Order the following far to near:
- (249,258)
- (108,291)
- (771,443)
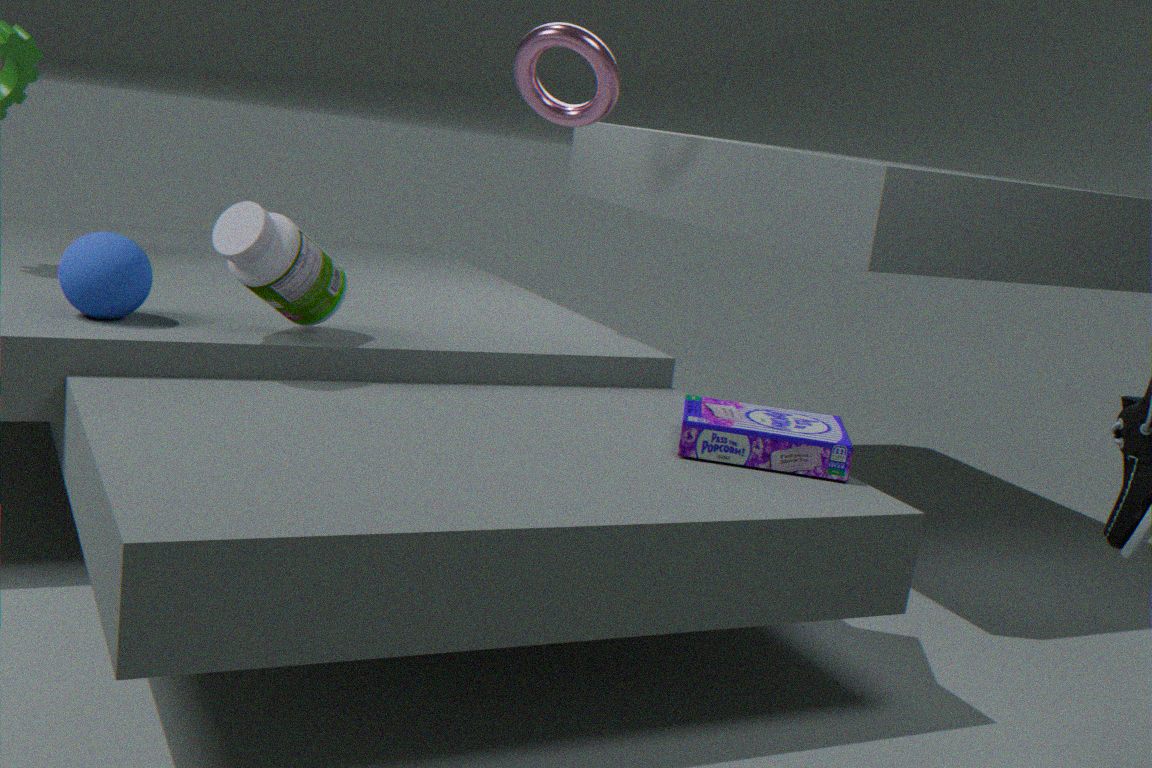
(108,291) → (249,258) → (771,443)
